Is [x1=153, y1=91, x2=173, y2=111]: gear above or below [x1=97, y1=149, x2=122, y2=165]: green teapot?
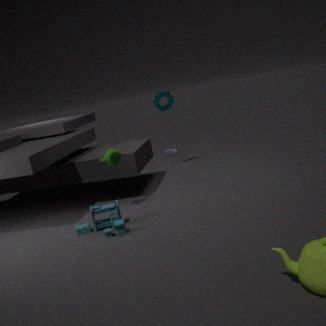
above
